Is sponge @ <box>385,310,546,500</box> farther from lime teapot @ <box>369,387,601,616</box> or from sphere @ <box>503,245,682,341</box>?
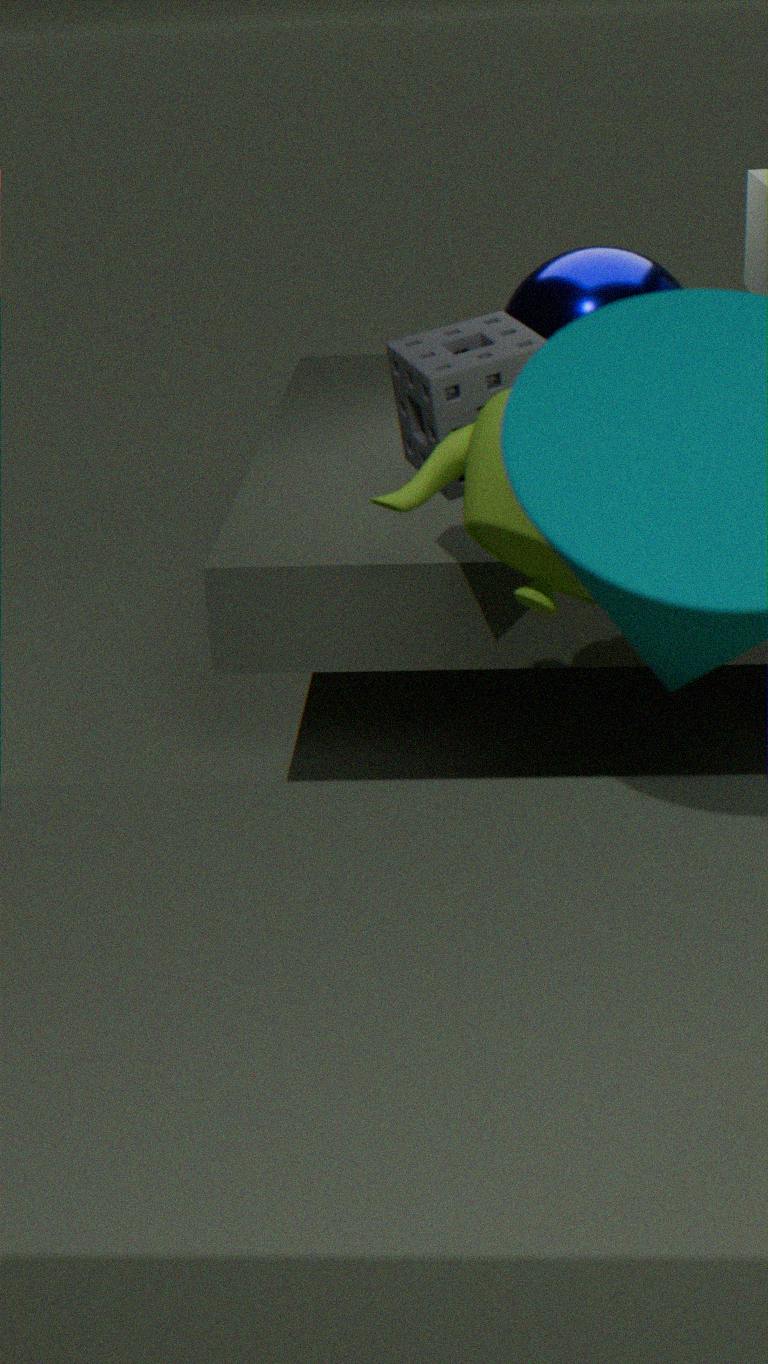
sphere @ <box>503,245,682,341</box>
